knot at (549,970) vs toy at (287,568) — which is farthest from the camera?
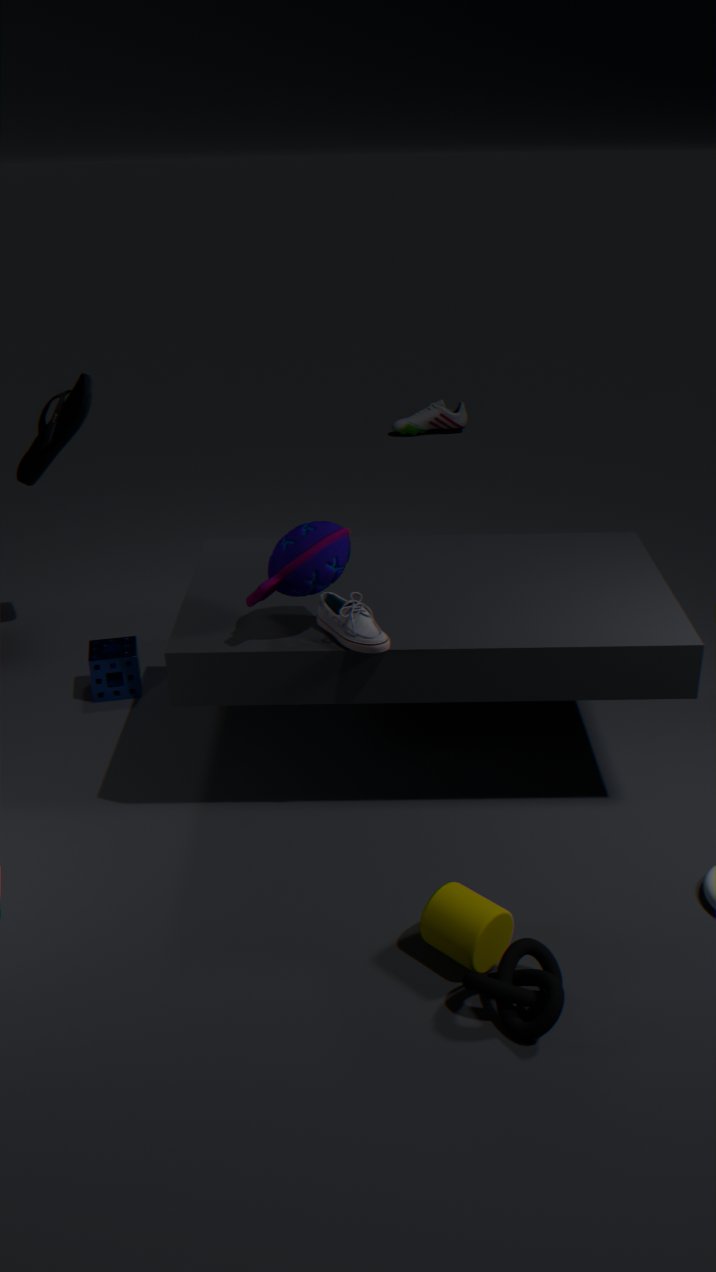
toy at (287,568)
